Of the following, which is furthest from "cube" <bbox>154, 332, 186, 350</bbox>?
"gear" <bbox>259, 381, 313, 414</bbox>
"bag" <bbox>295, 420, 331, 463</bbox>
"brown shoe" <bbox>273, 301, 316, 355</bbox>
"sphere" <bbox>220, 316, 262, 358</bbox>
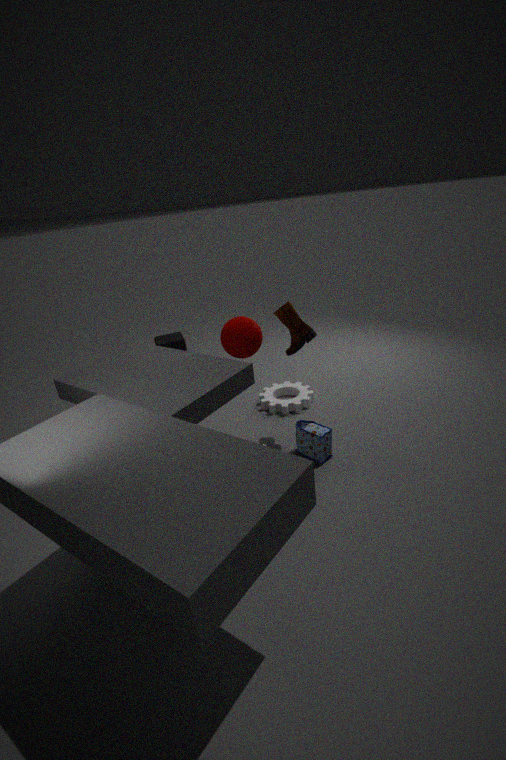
"bag" <bbox>295, 420, 331, 463</bbox>
